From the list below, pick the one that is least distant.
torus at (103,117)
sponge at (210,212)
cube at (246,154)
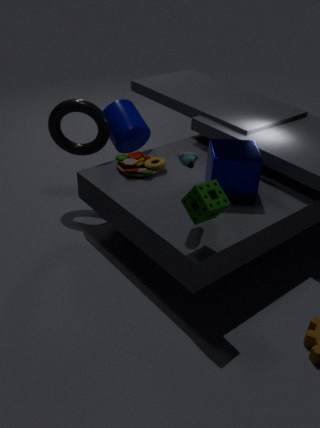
sponge at (210,212)
